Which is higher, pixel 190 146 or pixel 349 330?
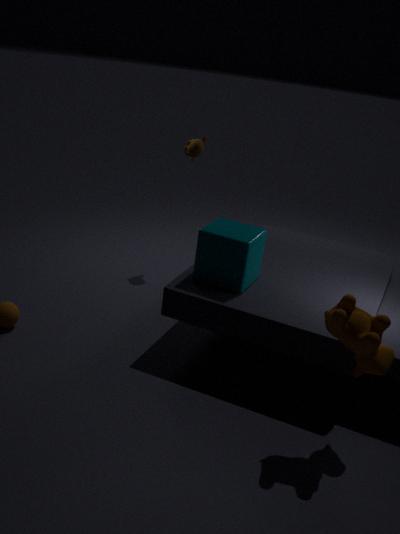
pixel 190 146
